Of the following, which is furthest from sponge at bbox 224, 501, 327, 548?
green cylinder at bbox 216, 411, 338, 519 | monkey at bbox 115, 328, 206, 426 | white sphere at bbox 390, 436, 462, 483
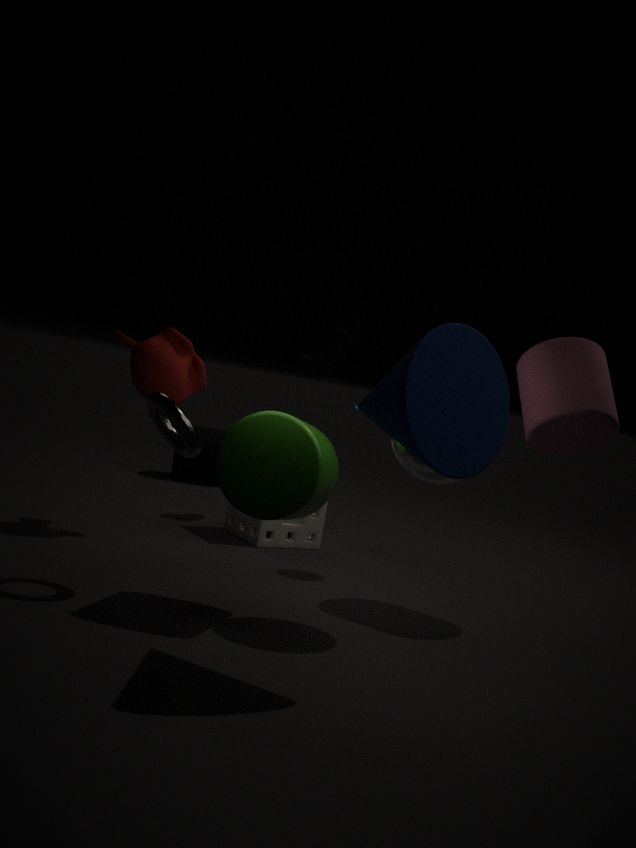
white sphere at bbox 390, 436, 462, 483
